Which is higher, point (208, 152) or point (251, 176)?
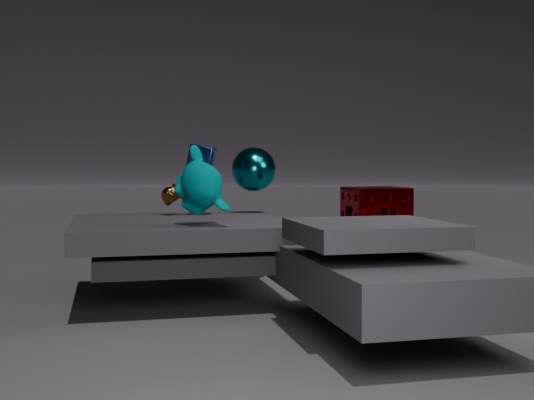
point (208, 152)
